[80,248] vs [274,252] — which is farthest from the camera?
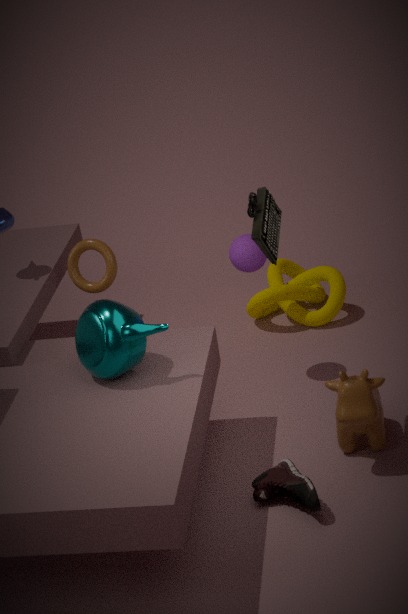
[80,248]
